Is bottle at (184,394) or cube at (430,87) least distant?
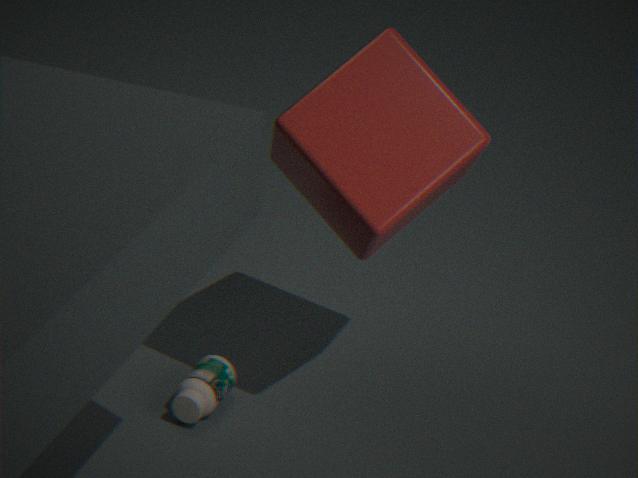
cube at (430,87)
